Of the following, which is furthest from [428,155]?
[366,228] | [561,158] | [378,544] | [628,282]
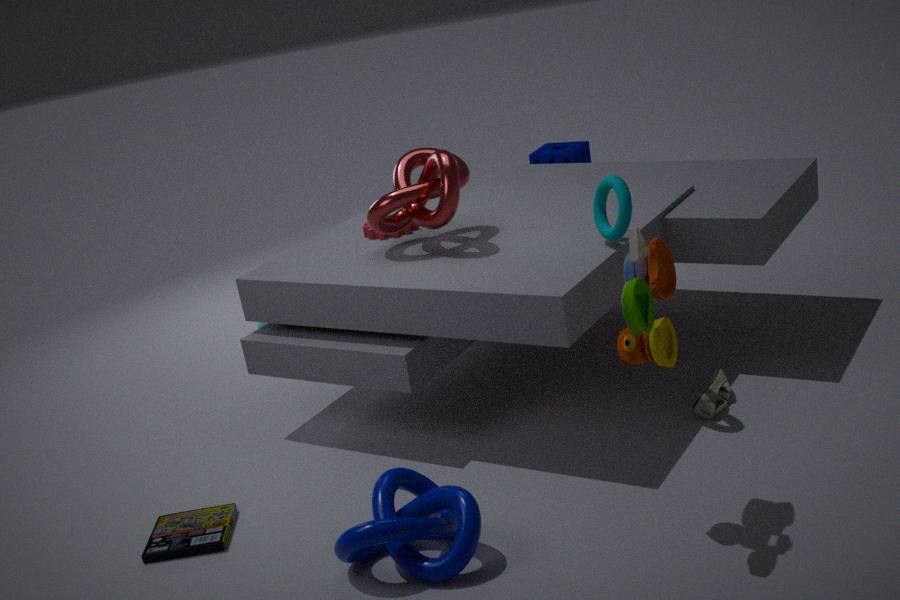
[561,158]
